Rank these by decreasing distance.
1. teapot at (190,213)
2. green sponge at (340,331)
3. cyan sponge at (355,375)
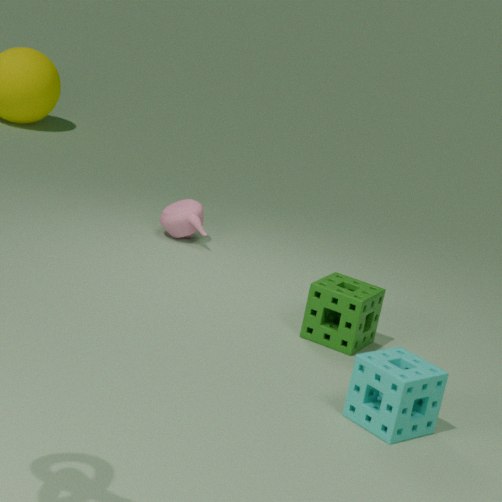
teapot at (190,213)
green sponge at (340,331)
cyan sponge at (355,375)
